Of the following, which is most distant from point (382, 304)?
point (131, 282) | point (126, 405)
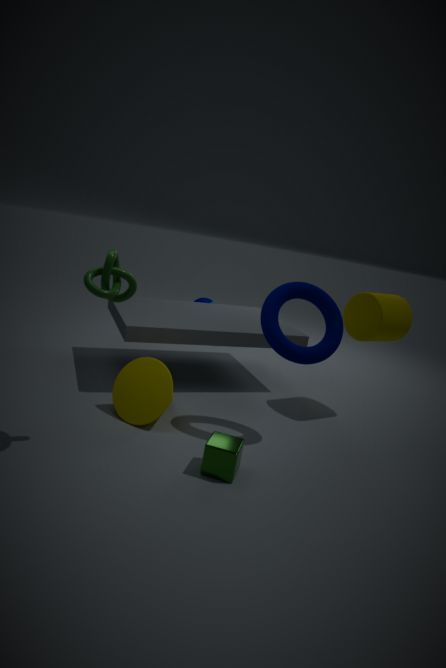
point (131, 282)
